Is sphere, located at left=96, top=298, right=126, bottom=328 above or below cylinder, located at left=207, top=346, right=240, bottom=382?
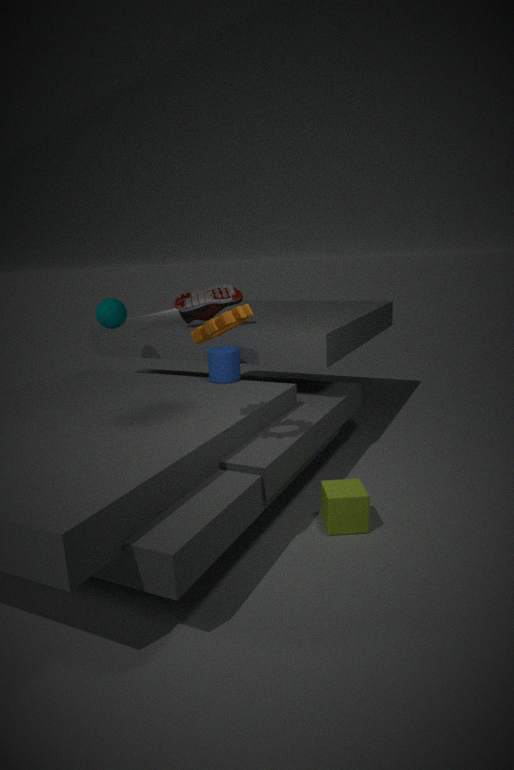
above
